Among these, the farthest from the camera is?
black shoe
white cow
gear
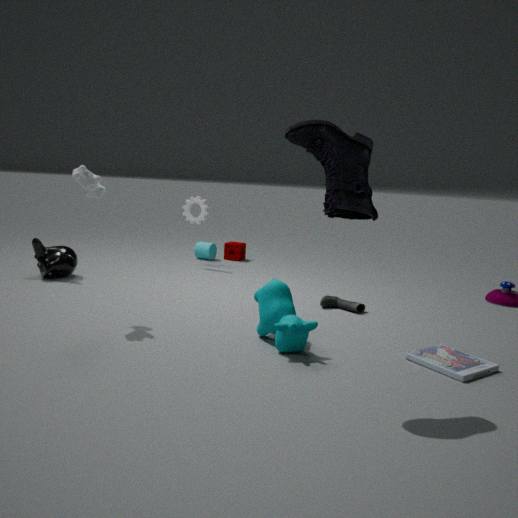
gear
